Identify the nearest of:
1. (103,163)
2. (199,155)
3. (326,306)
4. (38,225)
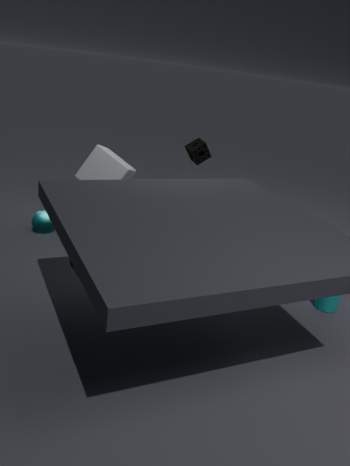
(326,306)
